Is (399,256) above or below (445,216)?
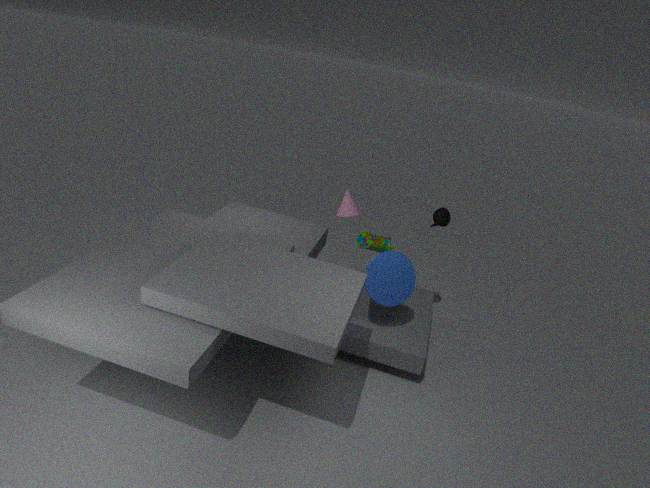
below
